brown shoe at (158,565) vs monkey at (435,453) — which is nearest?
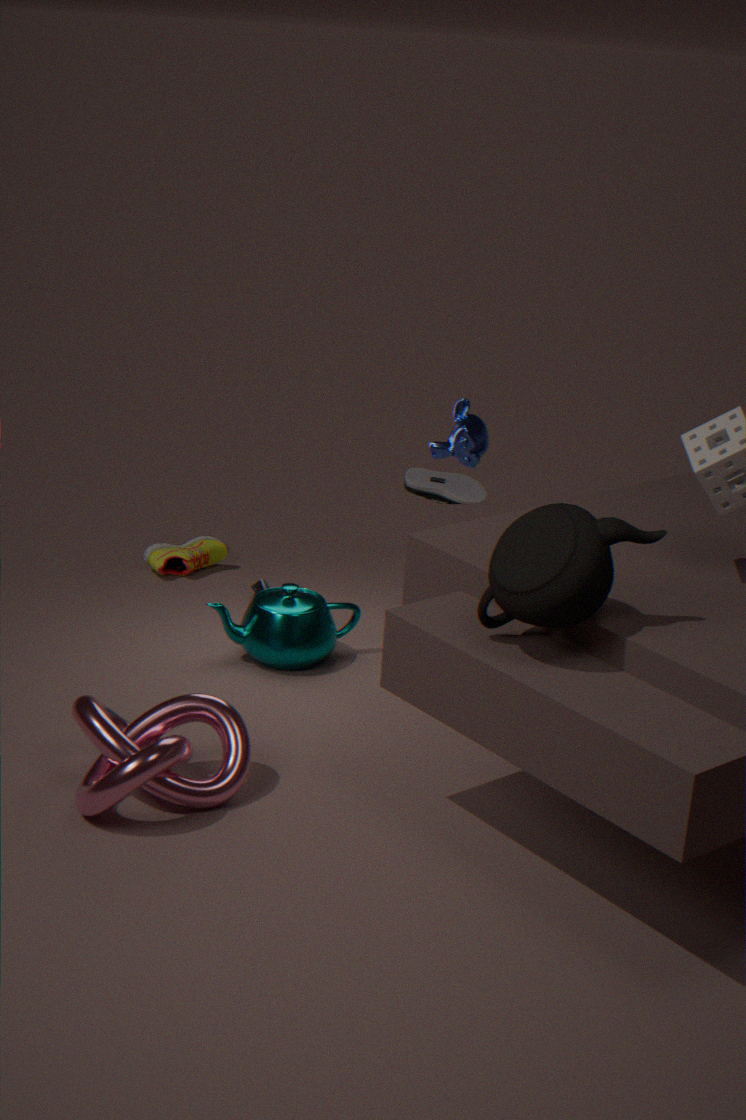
monkey at (435,453)
